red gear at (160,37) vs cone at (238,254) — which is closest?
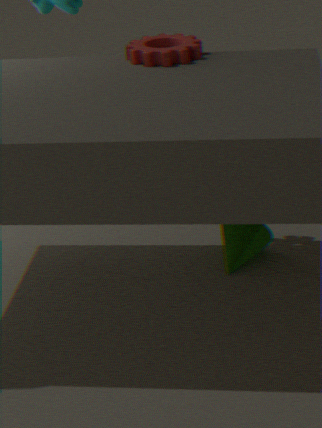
red gear at (160,37)
